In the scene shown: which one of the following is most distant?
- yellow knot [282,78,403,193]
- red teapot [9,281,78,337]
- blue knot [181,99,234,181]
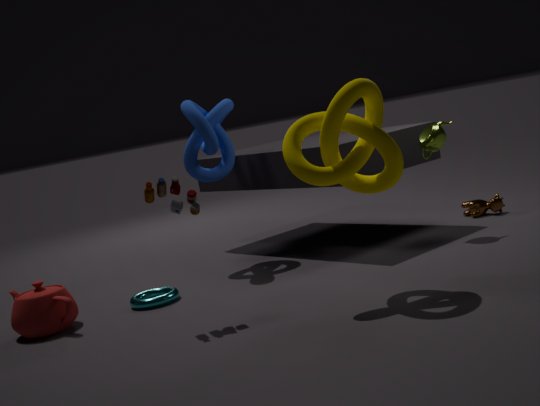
blue knot [181,99,234,181]
